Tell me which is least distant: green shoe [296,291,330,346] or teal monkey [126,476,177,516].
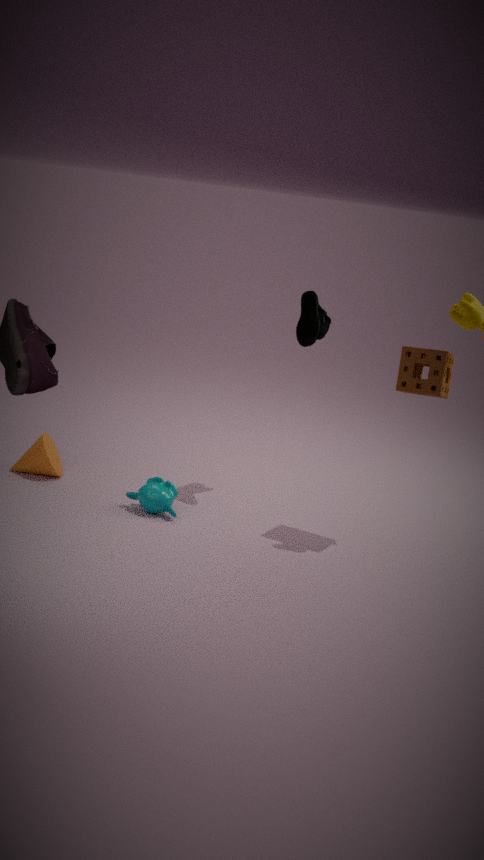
teal monkey [126,476,177,516]
